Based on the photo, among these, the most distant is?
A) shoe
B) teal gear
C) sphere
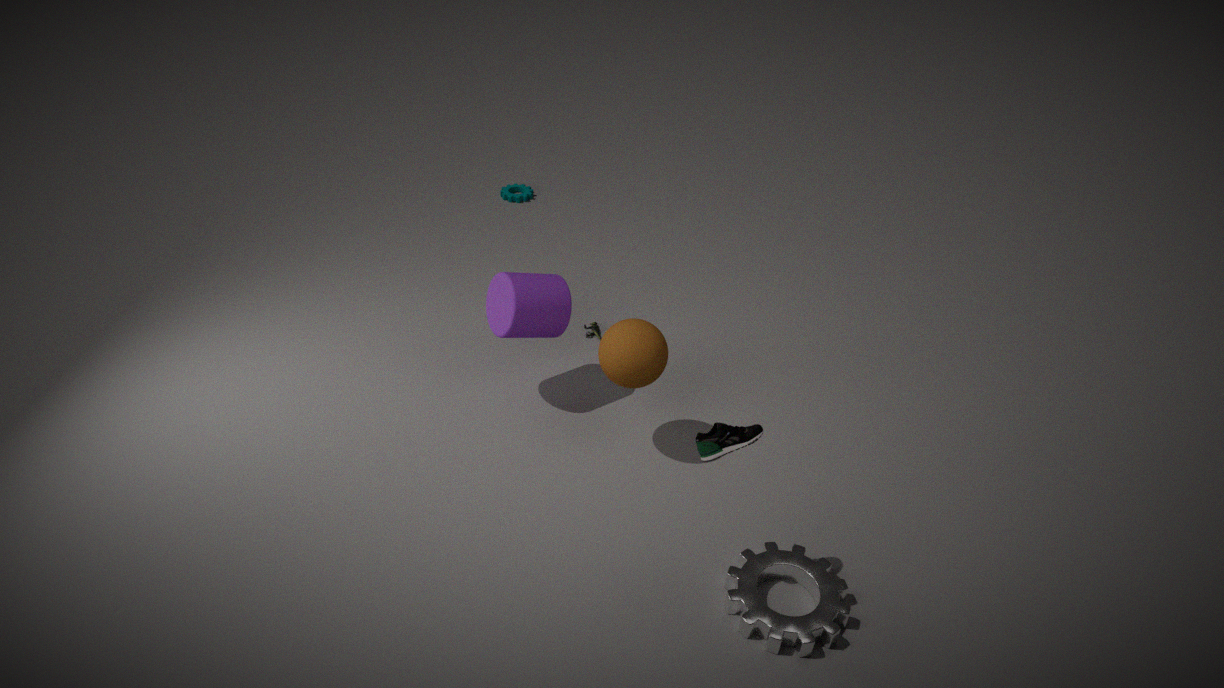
teal gear
